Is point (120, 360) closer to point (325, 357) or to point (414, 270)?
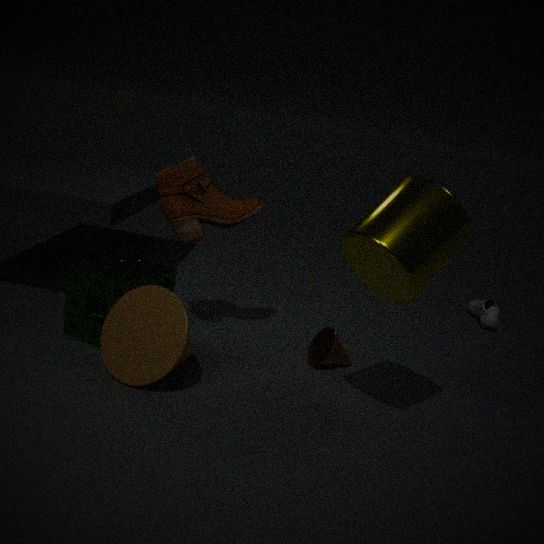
point (325, 357)
